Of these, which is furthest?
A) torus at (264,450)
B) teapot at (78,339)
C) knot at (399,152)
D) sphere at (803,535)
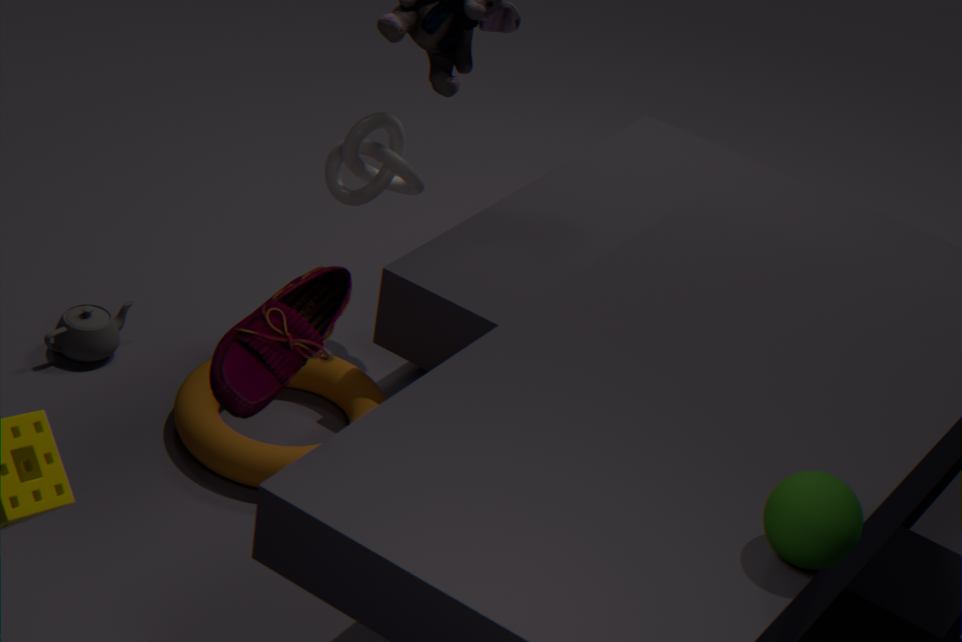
knot at (399,152)
